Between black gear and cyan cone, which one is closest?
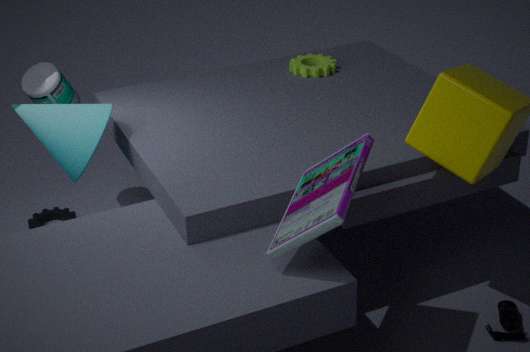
cyan cone
